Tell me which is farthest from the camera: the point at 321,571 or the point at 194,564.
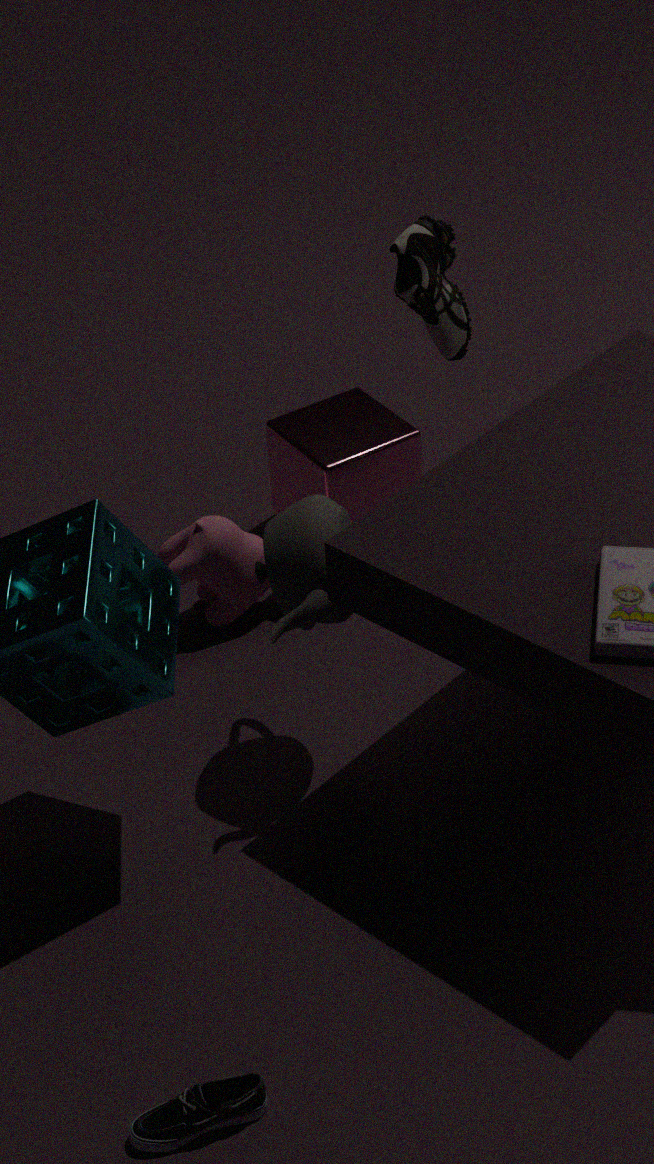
the point at 194,564
